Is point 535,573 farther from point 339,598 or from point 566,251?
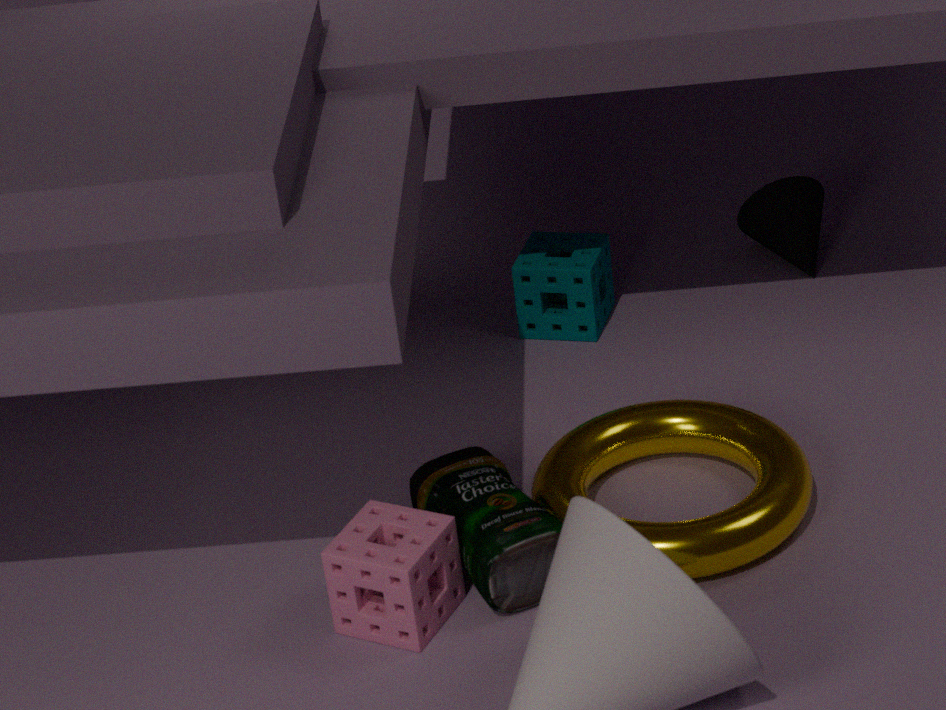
point 566,251
